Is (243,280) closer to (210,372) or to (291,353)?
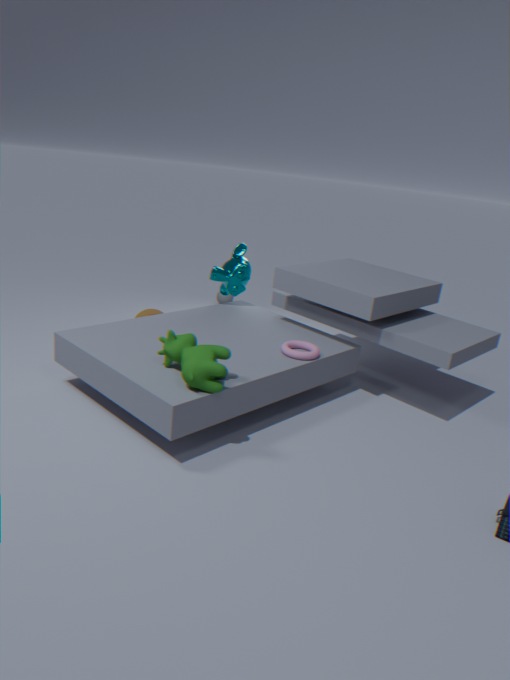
(291,353)
